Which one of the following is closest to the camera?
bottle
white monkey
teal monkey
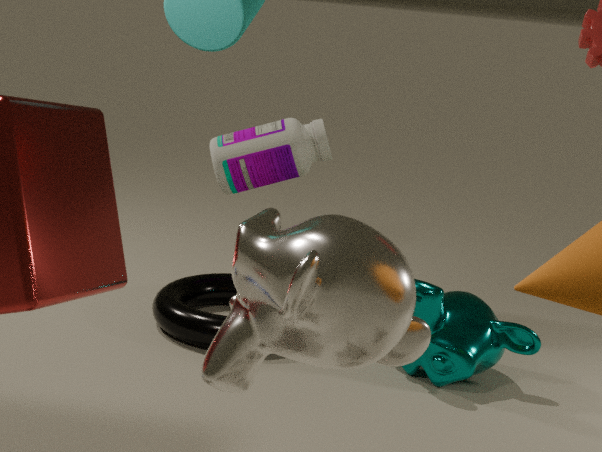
white monkey
